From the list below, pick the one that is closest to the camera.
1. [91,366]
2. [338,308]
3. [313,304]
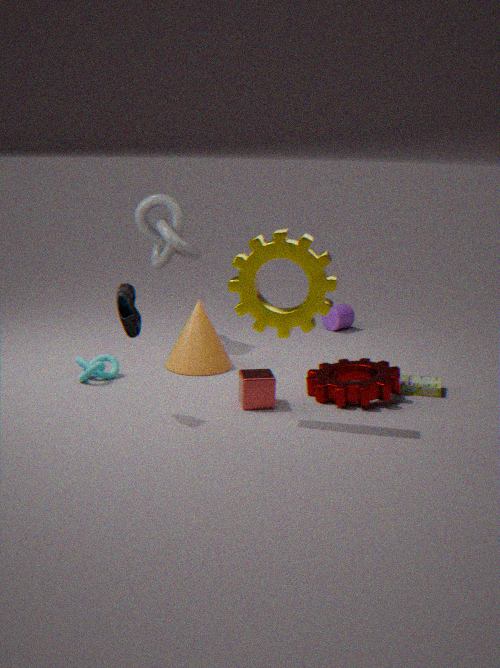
[313,304]
